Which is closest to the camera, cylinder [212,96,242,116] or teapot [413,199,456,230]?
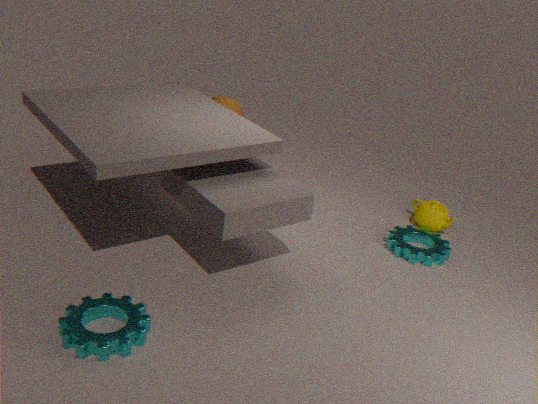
teapot [413,199,456,230]
